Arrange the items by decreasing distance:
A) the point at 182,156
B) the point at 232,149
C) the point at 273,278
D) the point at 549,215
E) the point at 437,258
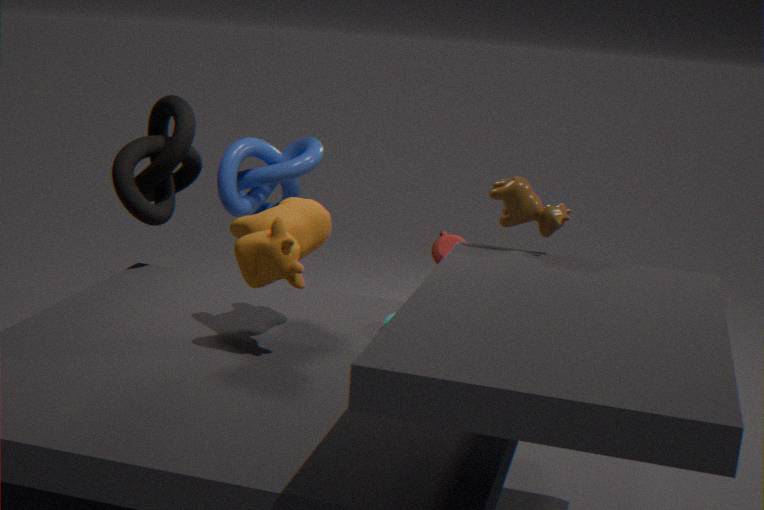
the point at 437,258 → the point at 232,149 → the point at 182,156 → the point at 549,215 → the point at 273,278
